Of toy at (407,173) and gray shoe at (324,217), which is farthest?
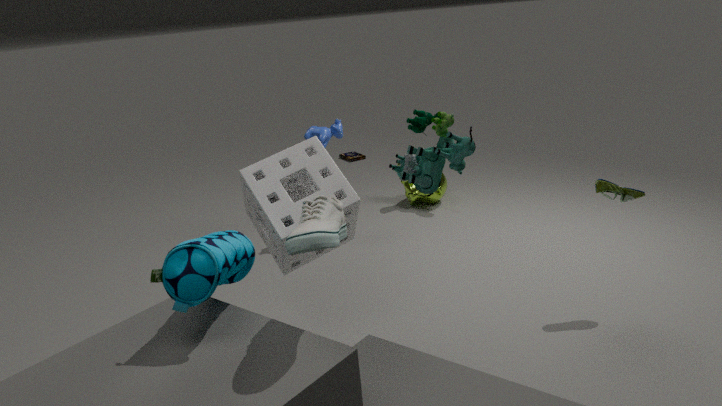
toy at (407,173)
